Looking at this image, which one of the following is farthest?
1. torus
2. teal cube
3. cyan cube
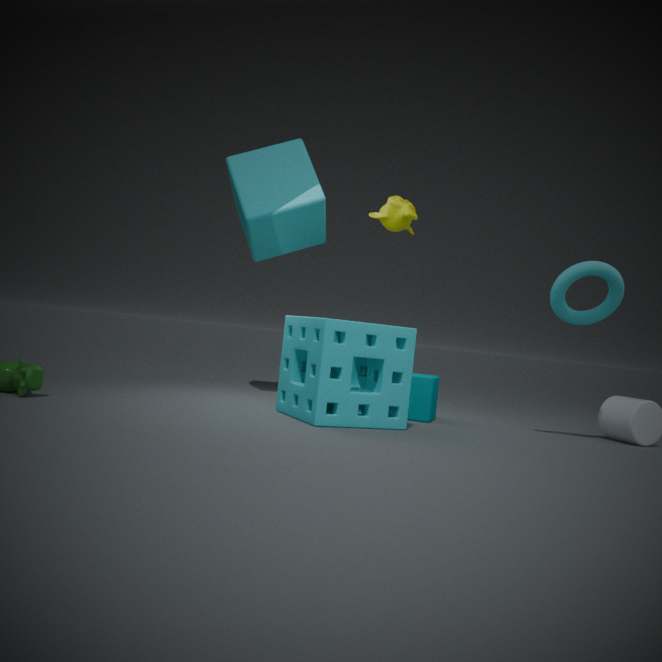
cyan cube
